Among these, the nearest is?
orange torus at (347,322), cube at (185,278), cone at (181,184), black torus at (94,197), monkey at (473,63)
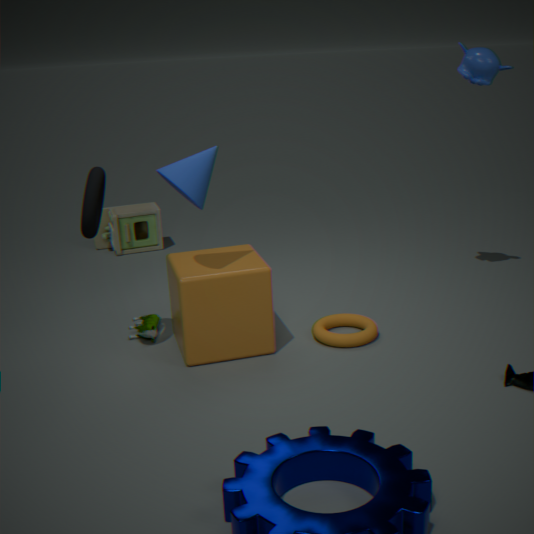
cone at (181,184)
